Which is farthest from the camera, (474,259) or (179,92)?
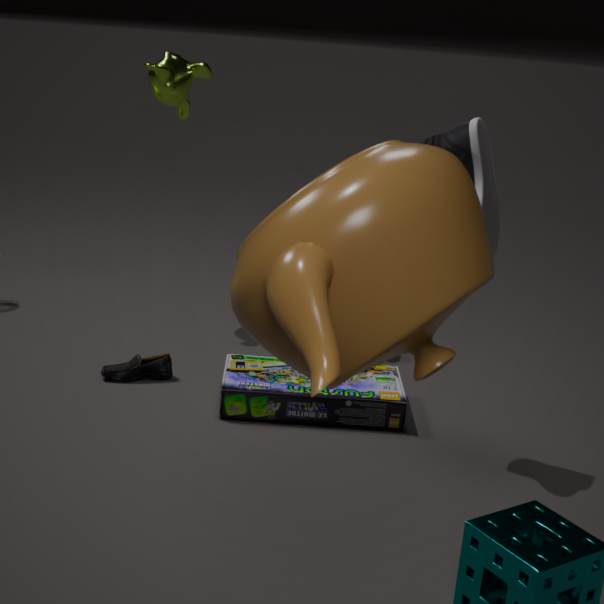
(179,92)
